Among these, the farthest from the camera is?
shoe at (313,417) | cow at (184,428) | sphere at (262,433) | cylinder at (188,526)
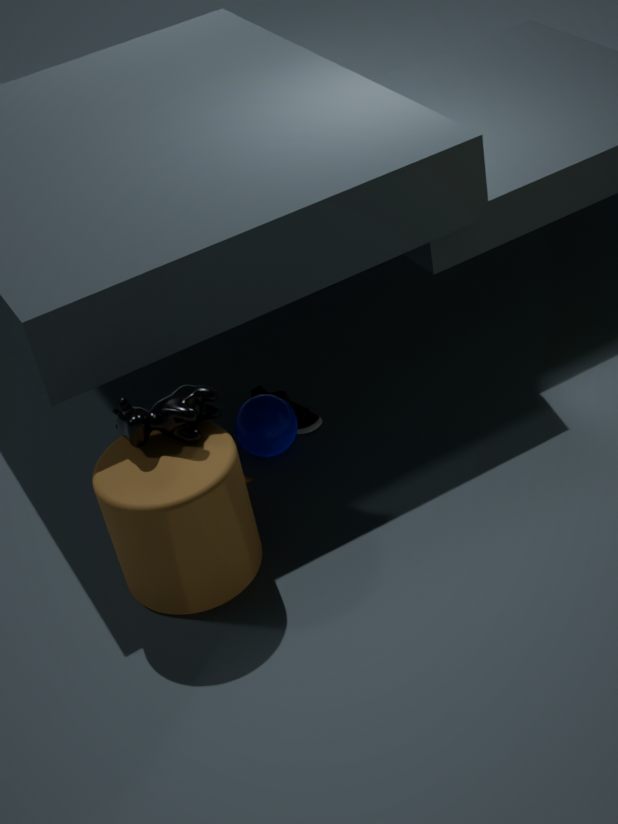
shoe at (313,417)
